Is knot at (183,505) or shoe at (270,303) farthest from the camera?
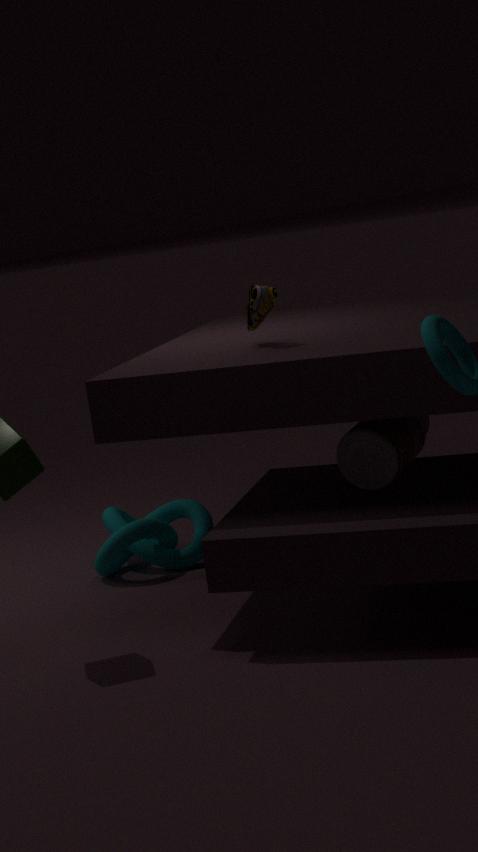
knot at (183,505)
